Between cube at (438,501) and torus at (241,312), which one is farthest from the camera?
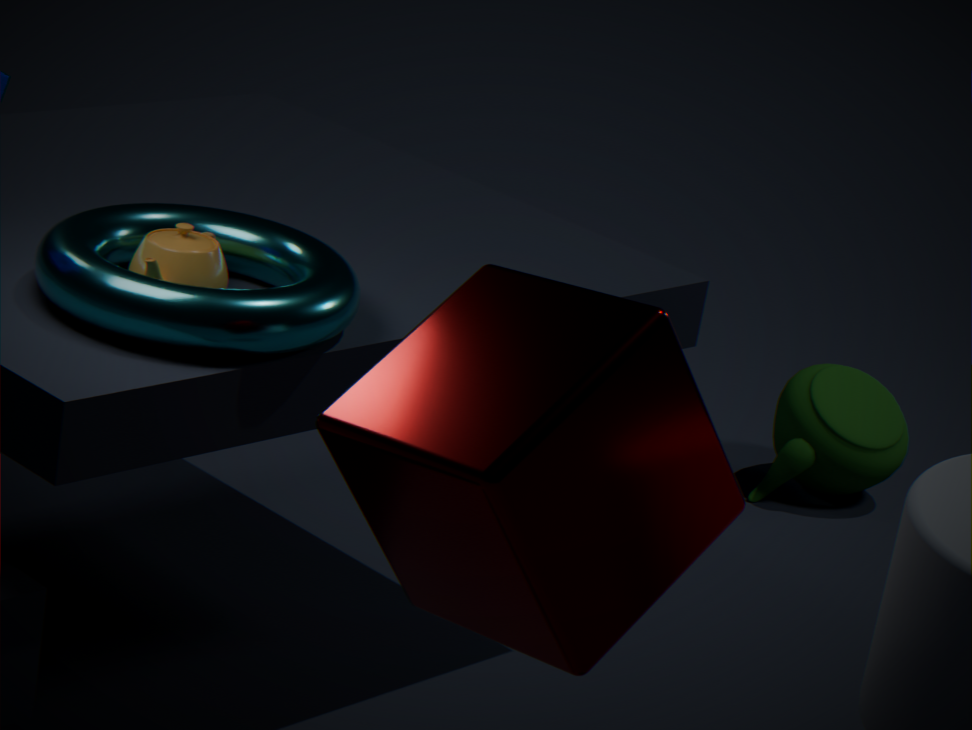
torus at (241,312)
